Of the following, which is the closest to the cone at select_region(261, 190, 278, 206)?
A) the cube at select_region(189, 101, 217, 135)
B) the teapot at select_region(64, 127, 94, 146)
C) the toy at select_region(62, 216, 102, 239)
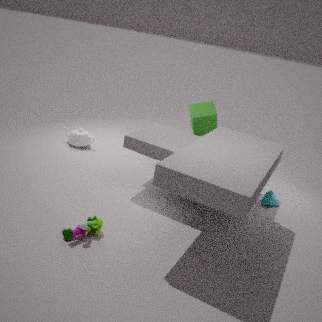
the cube at select_region(189, 101, 217, 135)
